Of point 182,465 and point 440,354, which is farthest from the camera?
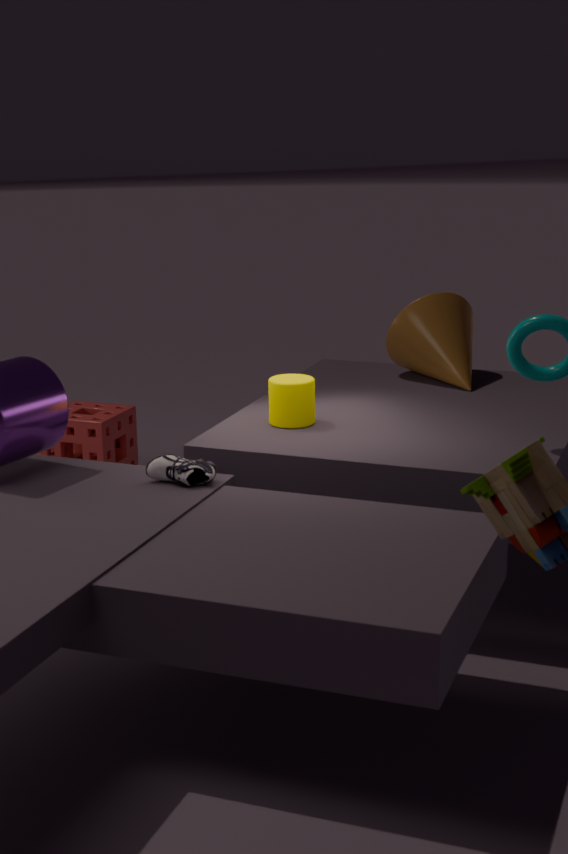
point 440,354
